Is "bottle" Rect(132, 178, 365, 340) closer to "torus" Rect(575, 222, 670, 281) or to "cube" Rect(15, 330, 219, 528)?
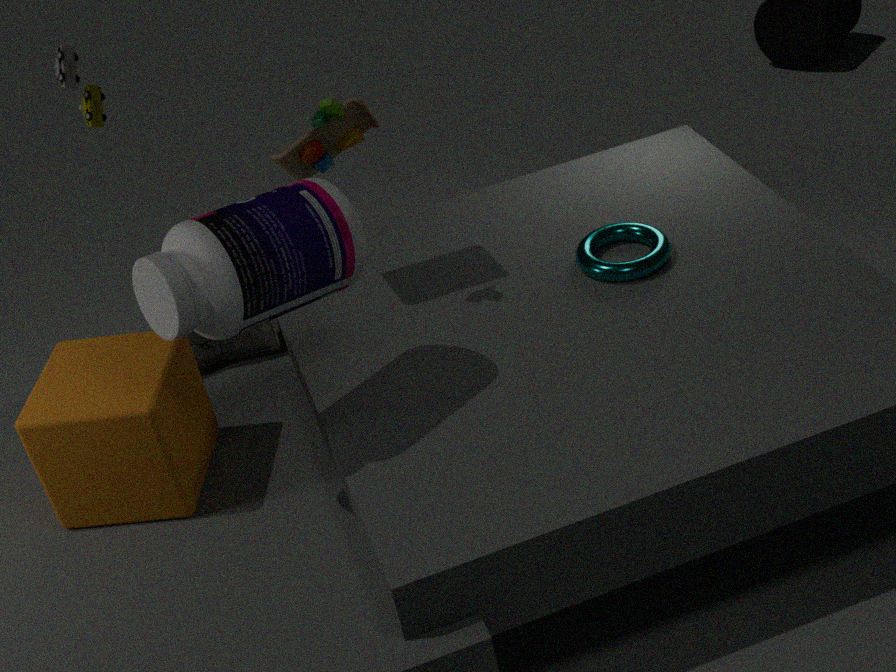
"cube" Rect(15, 330, 219, 528)
